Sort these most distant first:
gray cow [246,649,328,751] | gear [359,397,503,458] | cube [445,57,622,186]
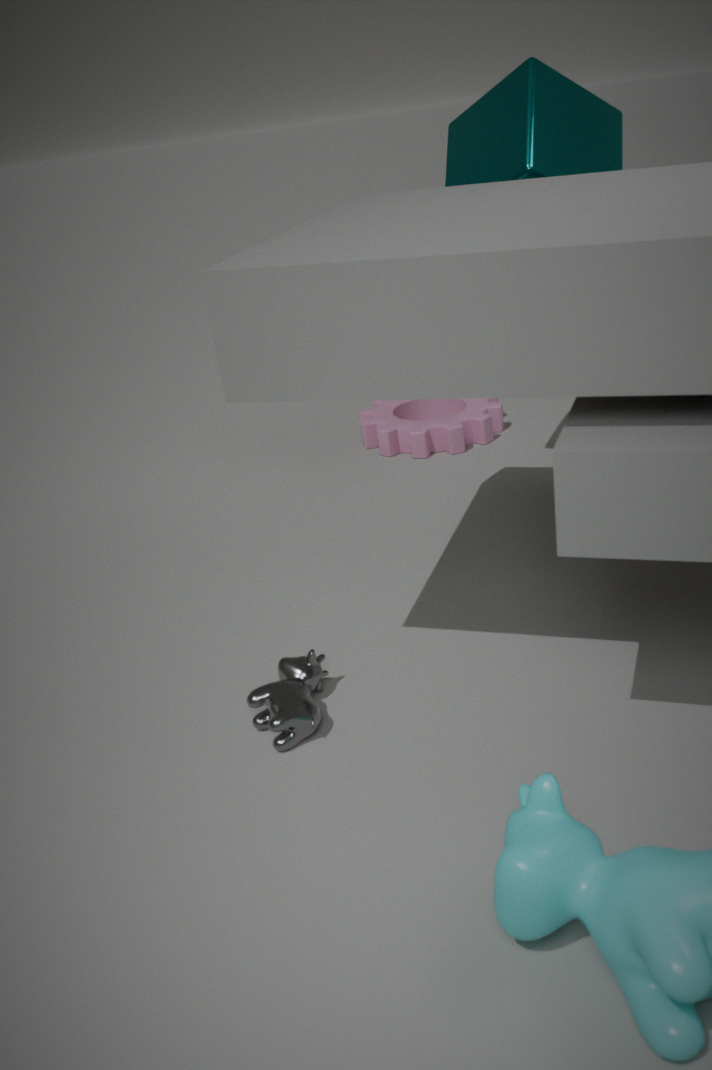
gear [359,397,503,458] → cube [445,57,622,186] → gray cow [246,649,328,751]
